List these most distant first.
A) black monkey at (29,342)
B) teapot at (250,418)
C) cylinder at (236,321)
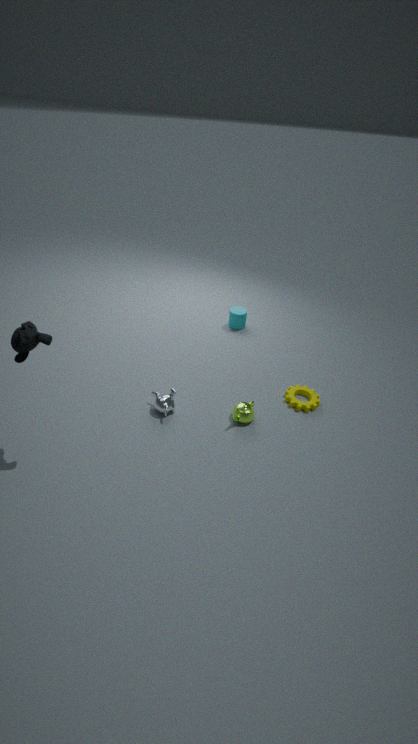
C. cylinder at (236,321)
B. teapot at (250,418)
A. black monkey at (29,342)
